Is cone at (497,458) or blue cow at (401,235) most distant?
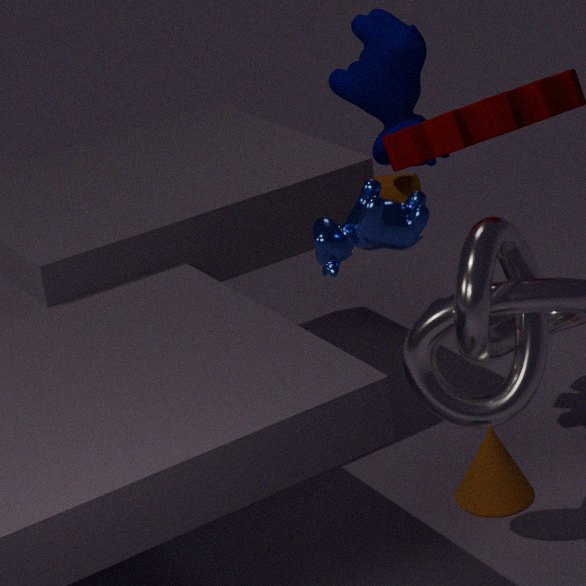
cone at (497,458)
